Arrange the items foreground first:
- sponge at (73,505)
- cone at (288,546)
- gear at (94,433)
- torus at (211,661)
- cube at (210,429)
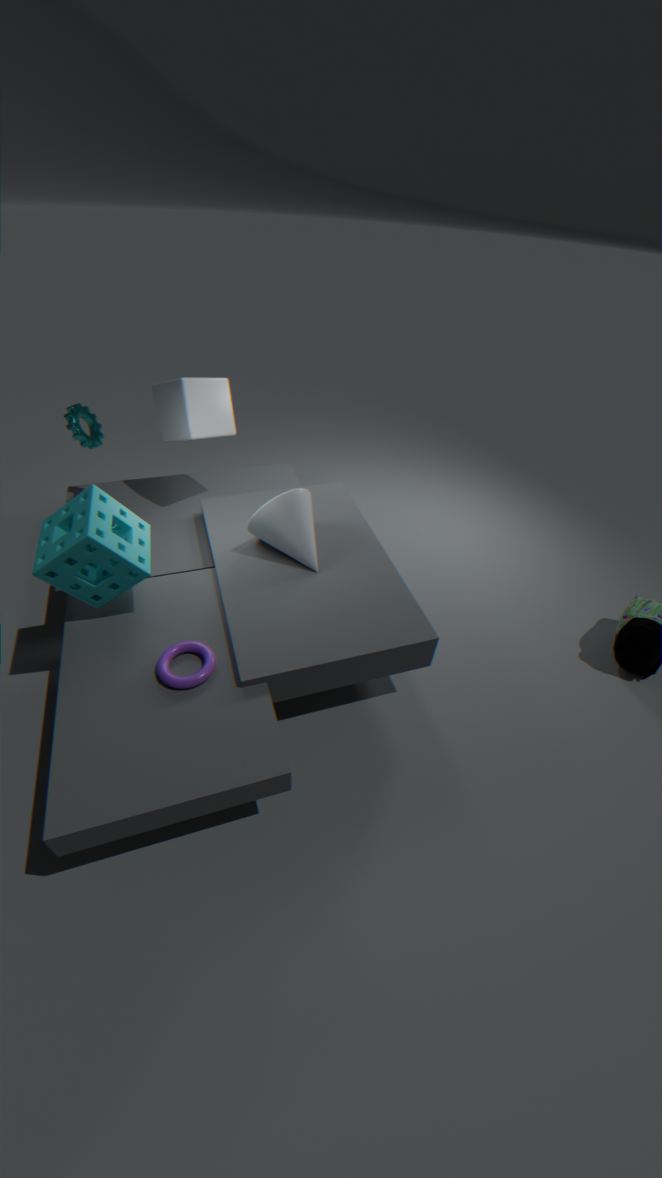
sponge at (73,505) → torus at (211,661) → cone at (288,546) → gear at (94,433) → cube at (210,429)
